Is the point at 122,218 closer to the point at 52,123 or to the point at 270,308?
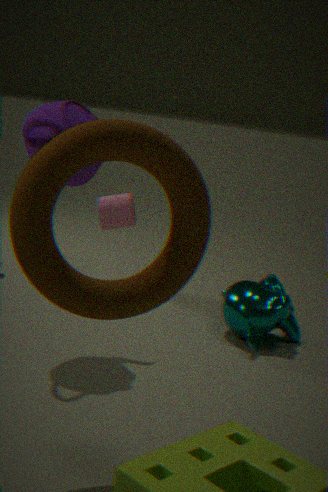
the point at 270,308
